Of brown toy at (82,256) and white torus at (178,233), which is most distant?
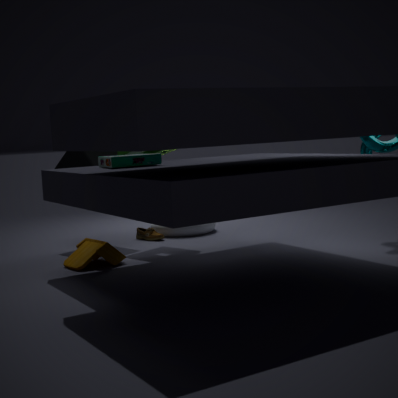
white torus at (178,233)
